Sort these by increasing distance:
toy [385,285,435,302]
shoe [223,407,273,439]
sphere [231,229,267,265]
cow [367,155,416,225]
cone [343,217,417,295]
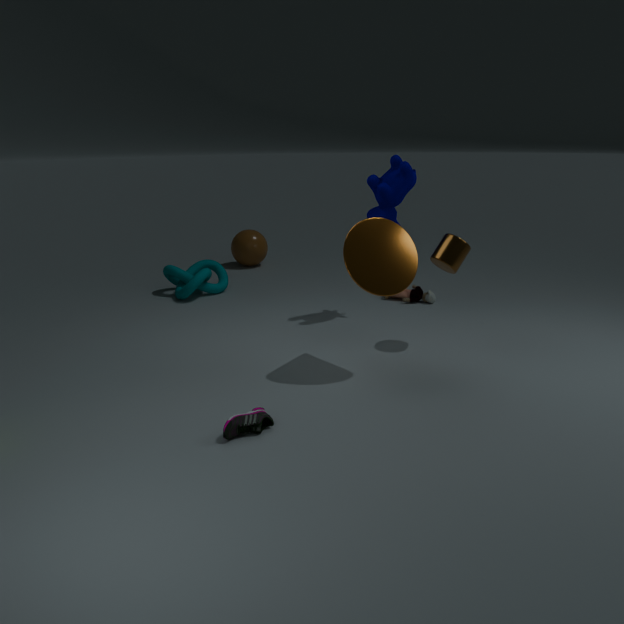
shoe [223,407,273,439] < cone [343,217,417,295] < cow [367,155,416,225] < toy [385,285,435,302] < sphere [231,229,267,265]
